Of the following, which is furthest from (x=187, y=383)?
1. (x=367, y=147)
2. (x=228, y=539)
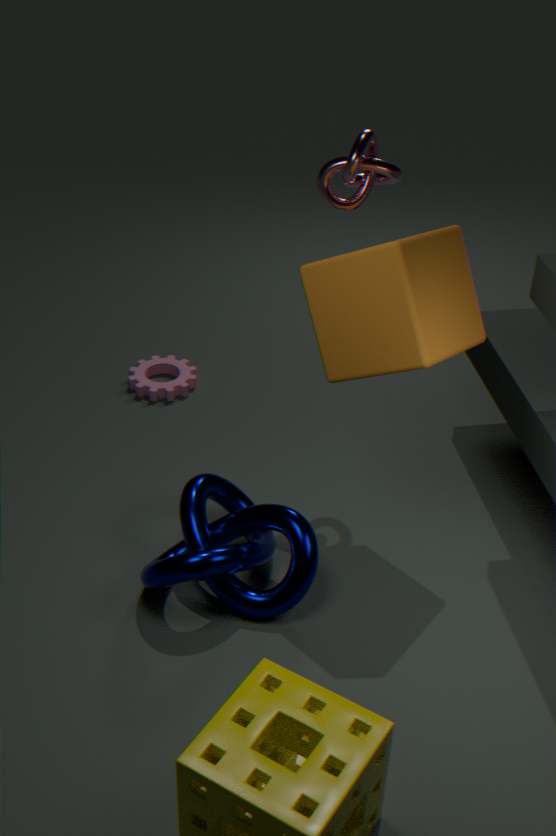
(x=367, y=147)
